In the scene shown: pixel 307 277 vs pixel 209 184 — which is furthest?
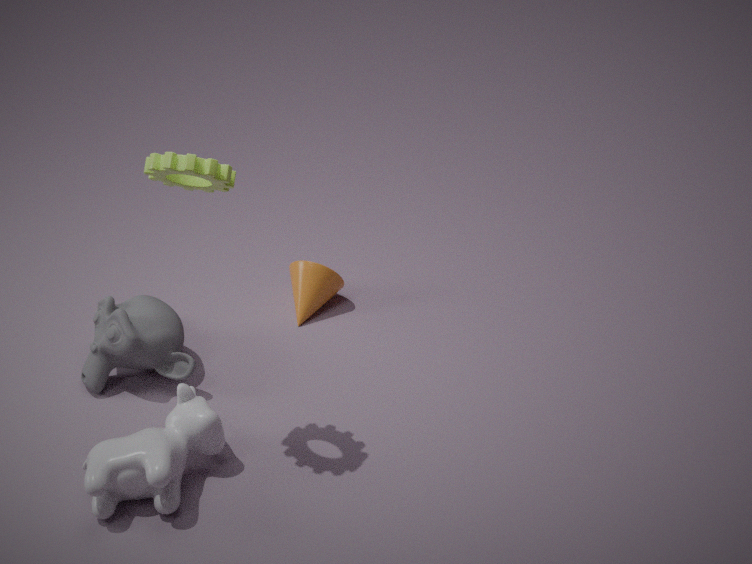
pixel 307 277
